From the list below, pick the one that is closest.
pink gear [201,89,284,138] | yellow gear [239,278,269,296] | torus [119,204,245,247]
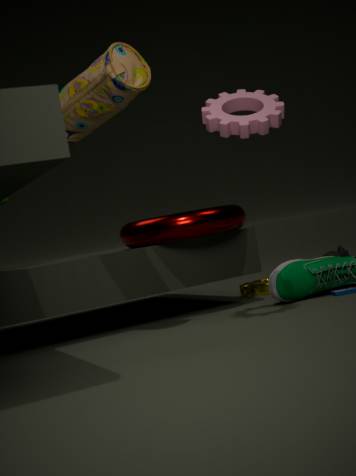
pink gear [201,89,284,138]
